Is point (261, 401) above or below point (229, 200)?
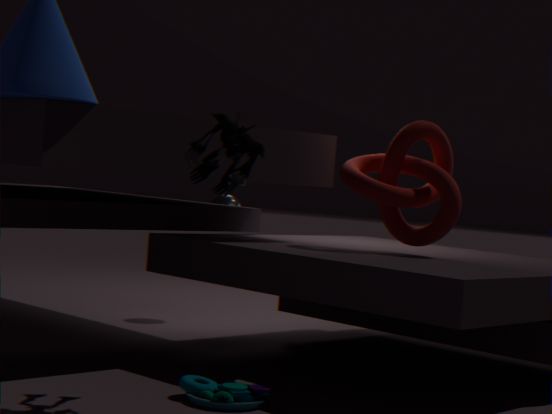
below
